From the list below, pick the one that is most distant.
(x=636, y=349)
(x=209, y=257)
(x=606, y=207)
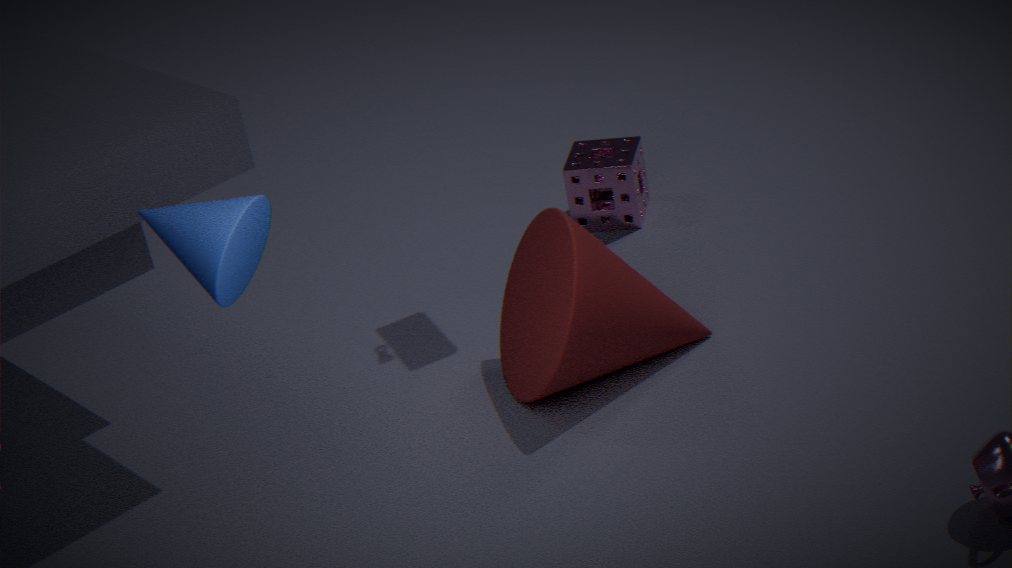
(x=606, y=207)
